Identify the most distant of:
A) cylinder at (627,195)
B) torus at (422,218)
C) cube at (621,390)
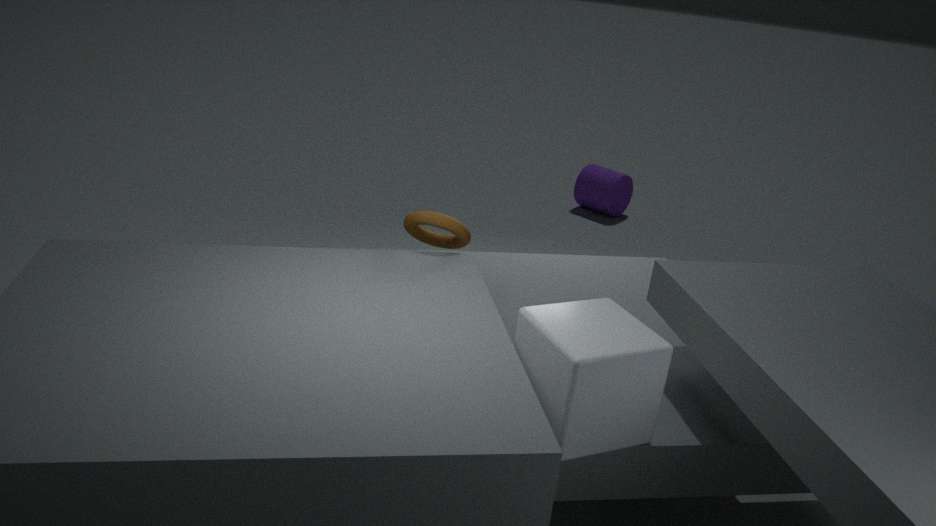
A. cylinder at (627,195)
